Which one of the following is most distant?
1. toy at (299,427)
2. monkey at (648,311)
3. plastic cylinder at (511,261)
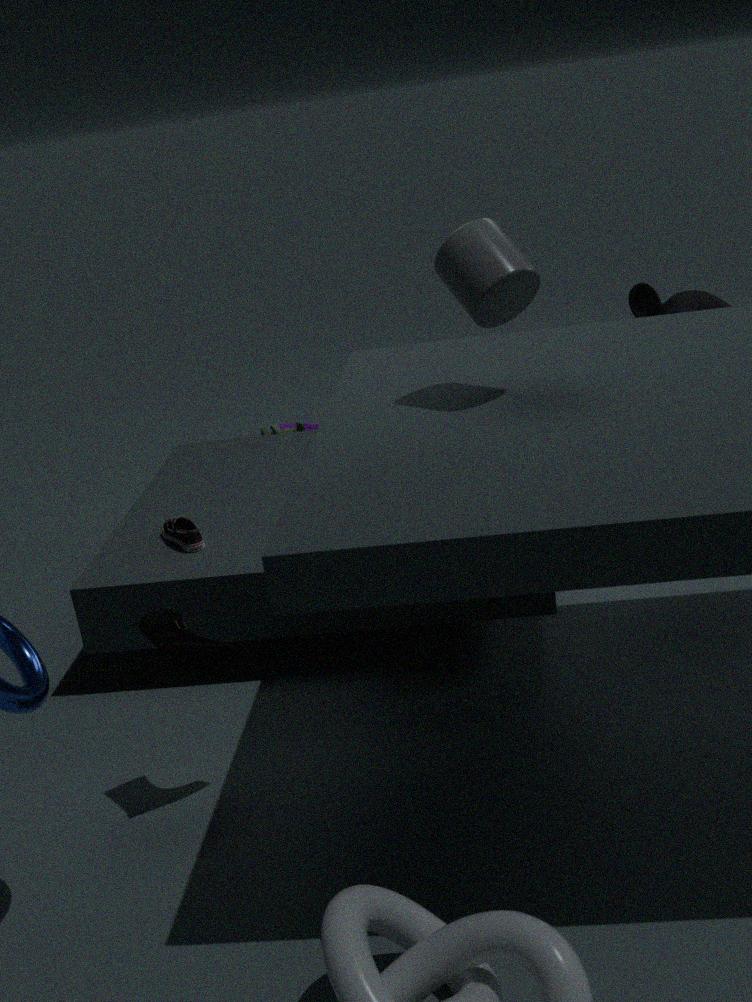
toy at (299,427)
